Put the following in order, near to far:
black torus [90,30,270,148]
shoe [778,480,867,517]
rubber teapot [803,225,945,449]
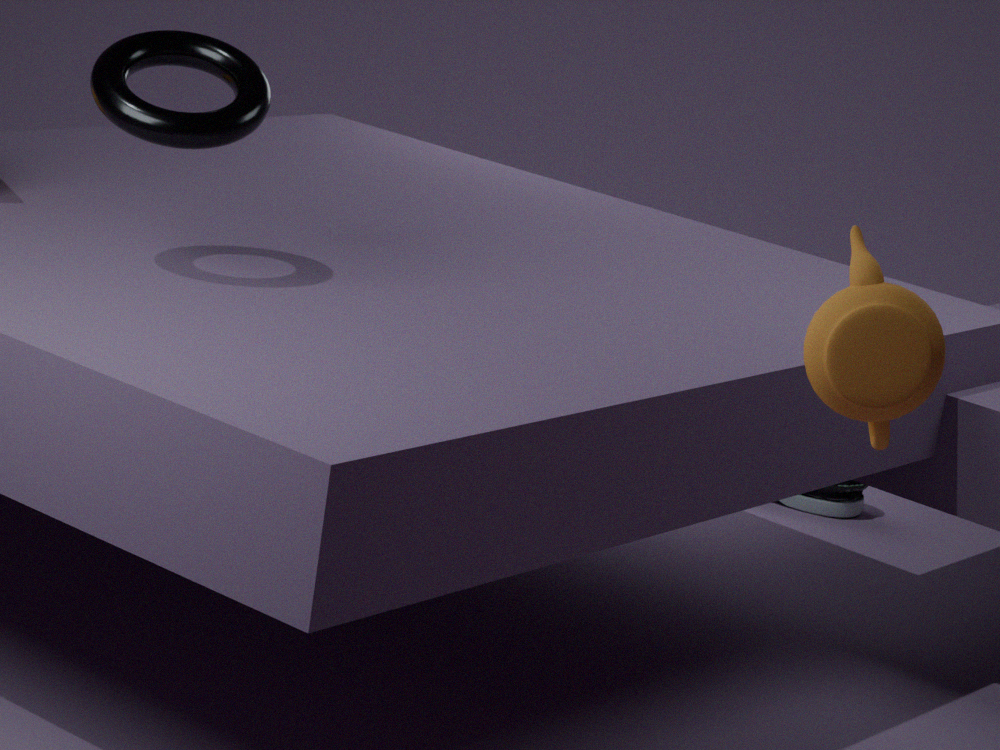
1. rubber teapot [803,225,945,449]
2. black torus [90,30,270,148]
3. shoe [778,480,867,517]
